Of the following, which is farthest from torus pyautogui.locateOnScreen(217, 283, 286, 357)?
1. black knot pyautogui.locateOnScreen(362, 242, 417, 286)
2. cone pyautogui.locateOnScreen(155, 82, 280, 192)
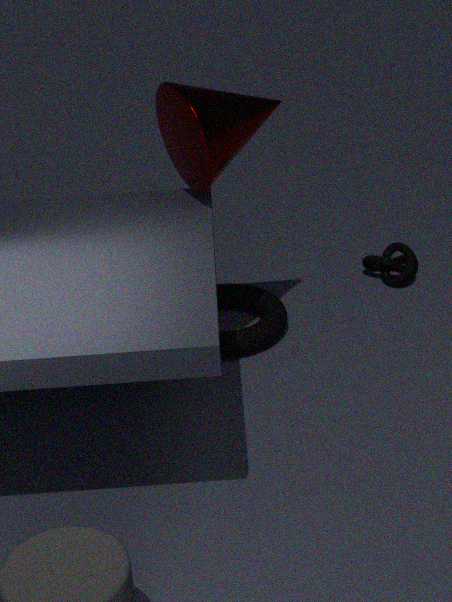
cone pyautogui.locateOnScreen(155, 82, 280, 192)
